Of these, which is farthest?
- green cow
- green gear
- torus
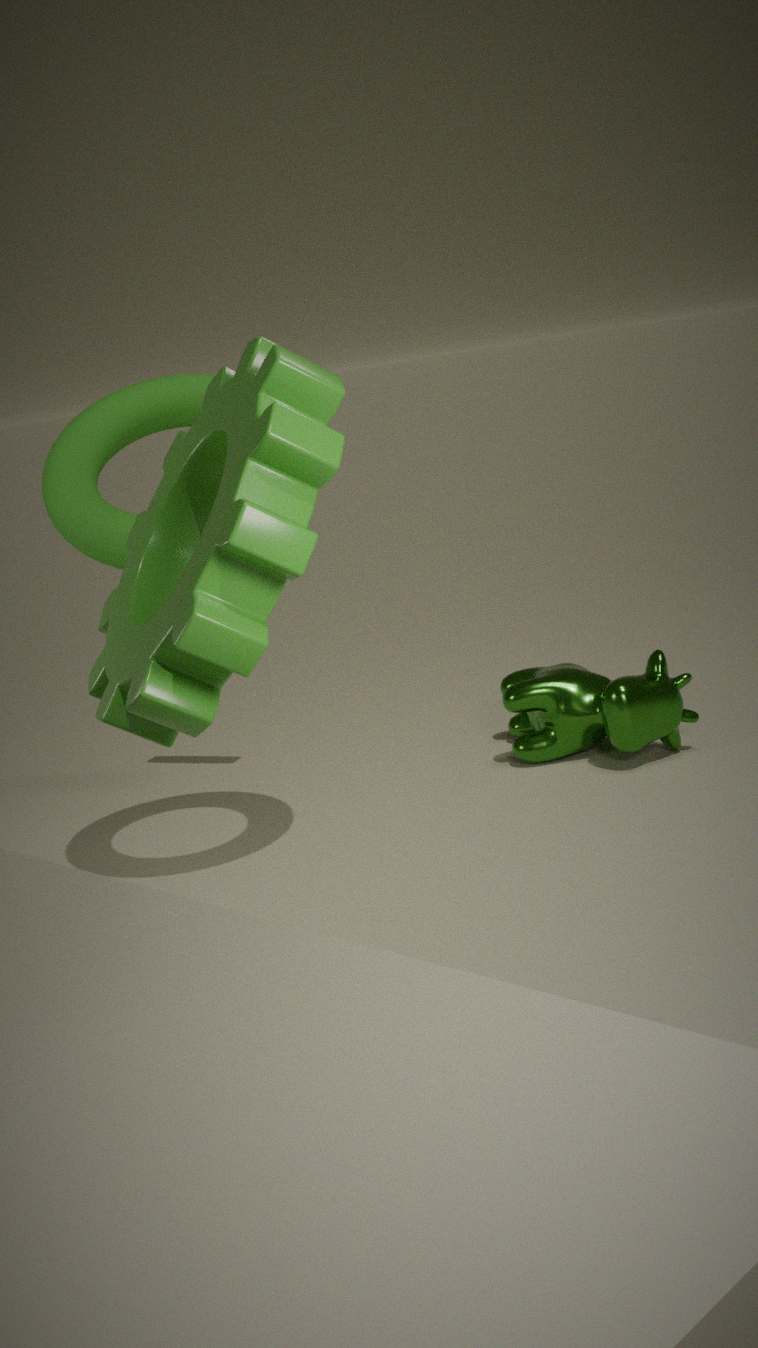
green cow
